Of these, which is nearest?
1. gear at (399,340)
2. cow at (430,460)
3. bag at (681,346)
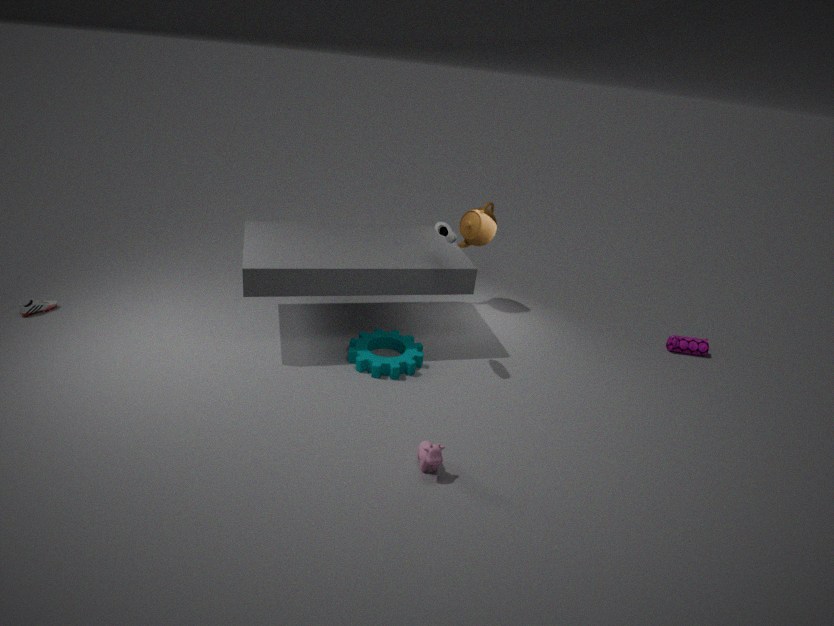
cow at (430,460)
